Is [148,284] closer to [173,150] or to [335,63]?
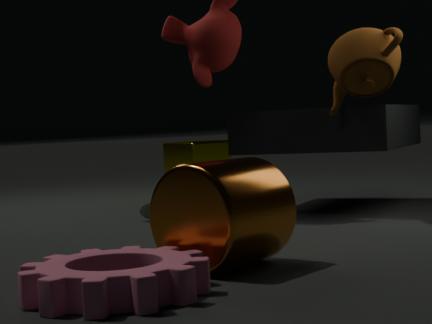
[335,63]
